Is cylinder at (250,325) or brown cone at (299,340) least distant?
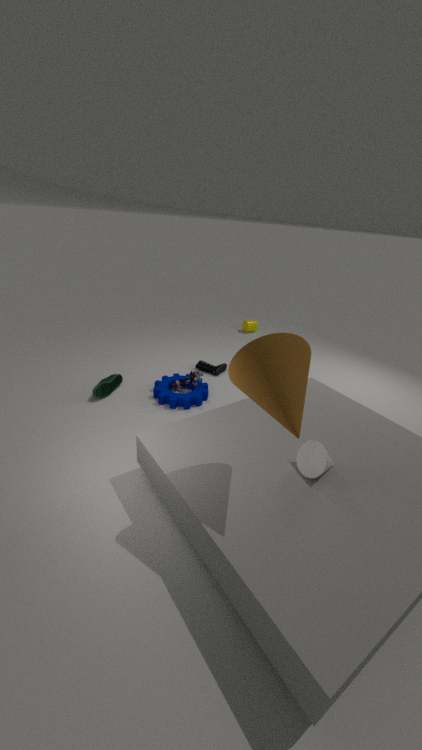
brown cone at (299,340)
